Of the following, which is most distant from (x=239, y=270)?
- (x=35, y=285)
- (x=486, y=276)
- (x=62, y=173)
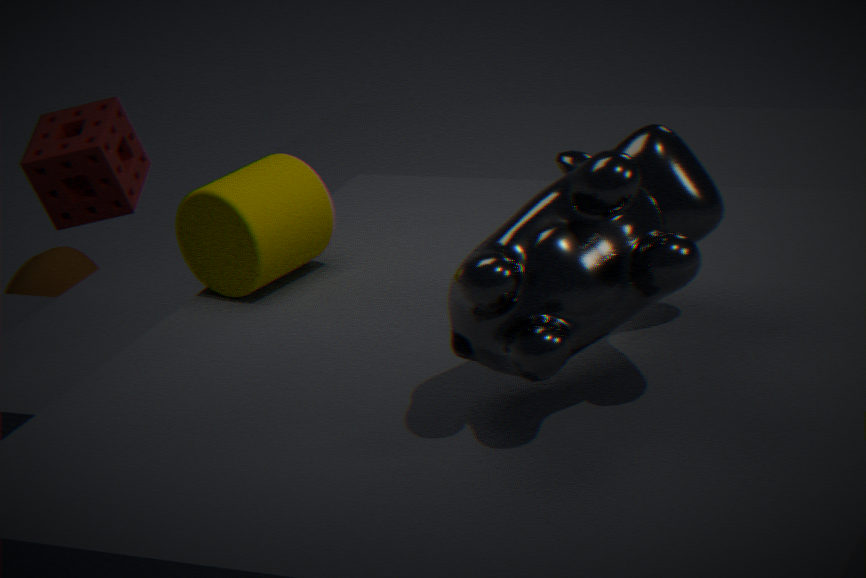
(x=35, y=285)
